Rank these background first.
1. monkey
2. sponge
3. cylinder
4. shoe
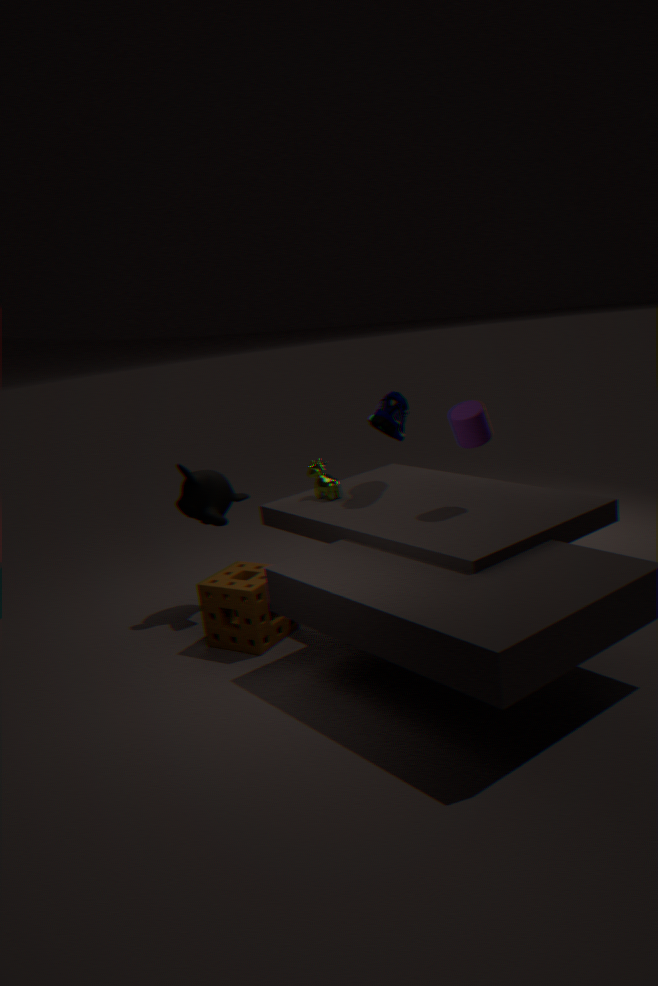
monkey, shoe, sponge, cylinder
